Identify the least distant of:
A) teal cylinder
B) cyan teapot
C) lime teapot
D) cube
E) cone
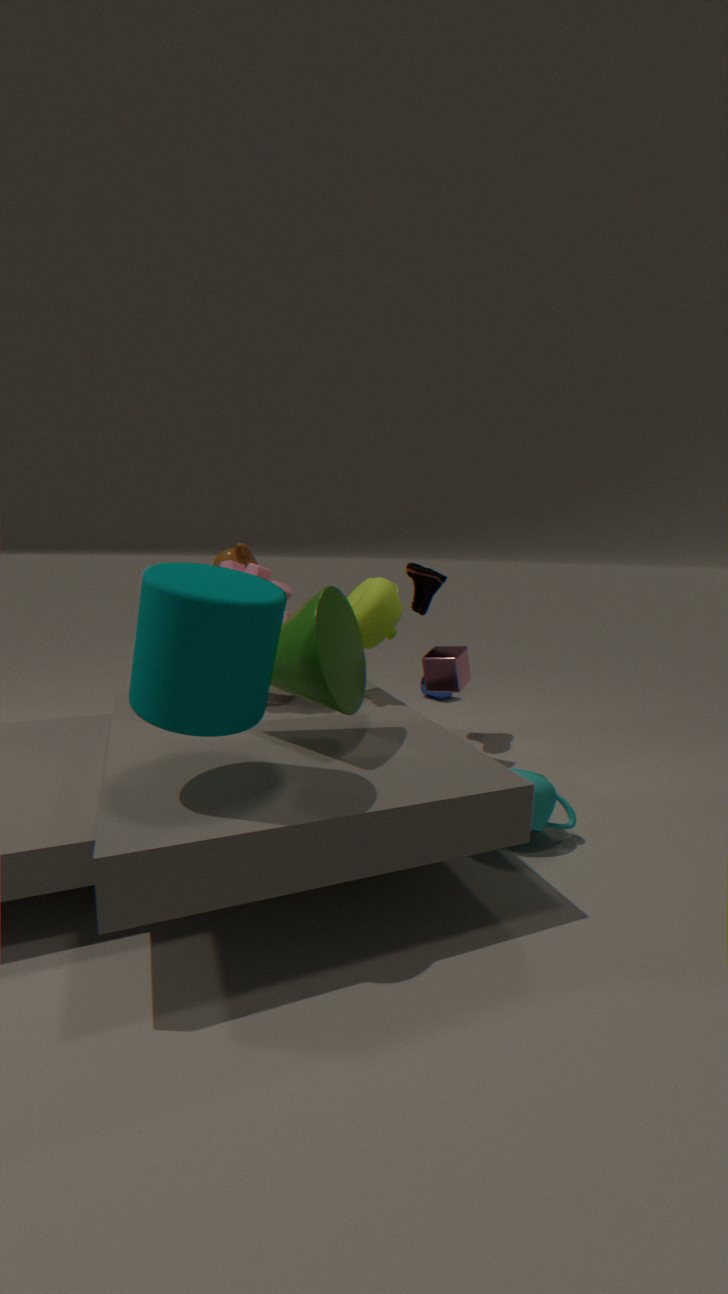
teal cylinder
